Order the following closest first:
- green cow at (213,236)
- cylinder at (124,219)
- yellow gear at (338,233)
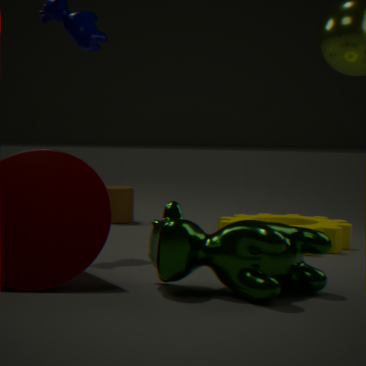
green cow at (213,236) < yellow gear at (338,233) < cylinder at (124,219)
